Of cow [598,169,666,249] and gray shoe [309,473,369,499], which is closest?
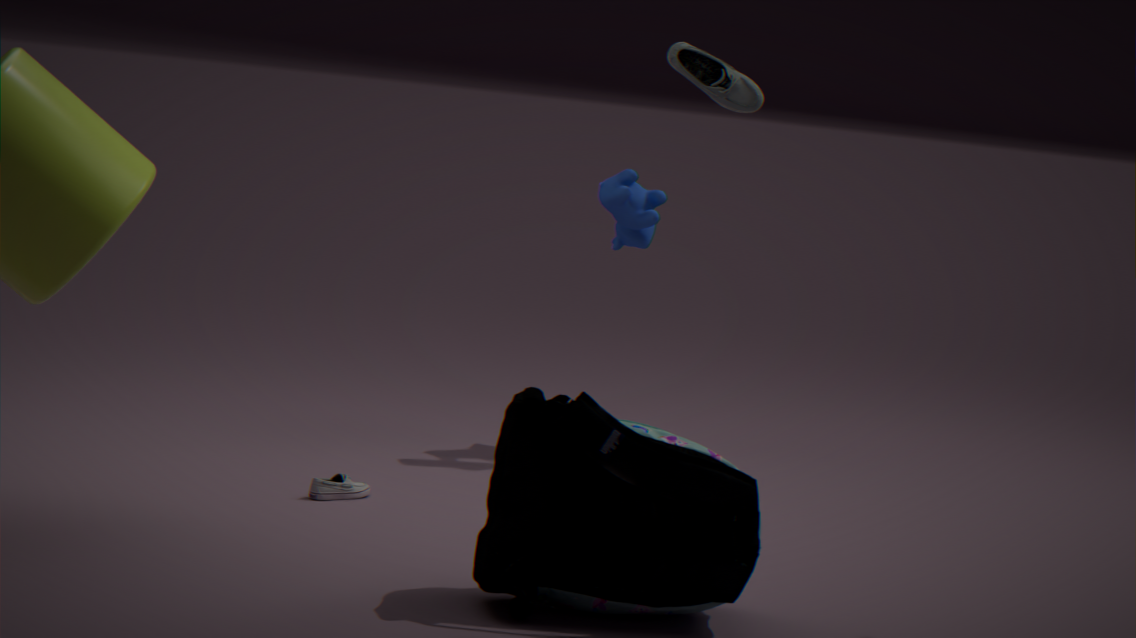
gray shoe [309,473,369,499]
